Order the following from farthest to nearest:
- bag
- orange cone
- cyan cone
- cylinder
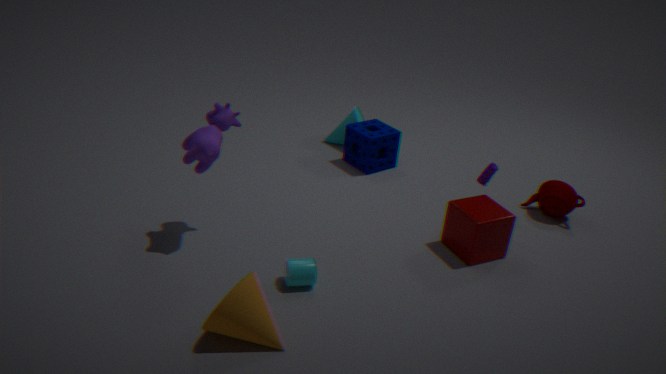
cyan cone, bag, cylinder, orange cone
